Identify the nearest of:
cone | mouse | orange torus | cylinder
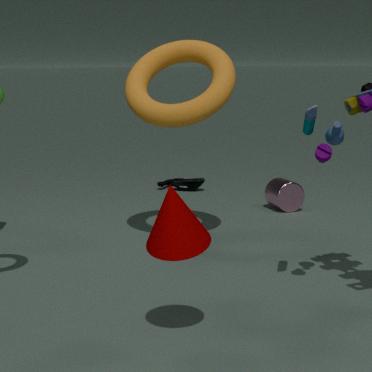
cone
